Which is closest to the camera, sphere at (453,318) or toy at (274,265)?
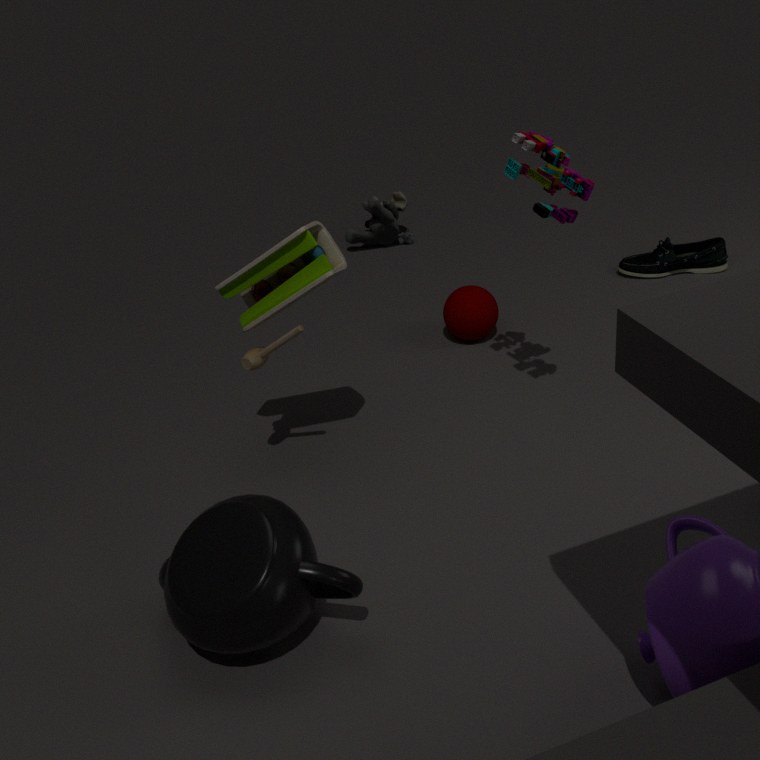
toy at (274,265)
